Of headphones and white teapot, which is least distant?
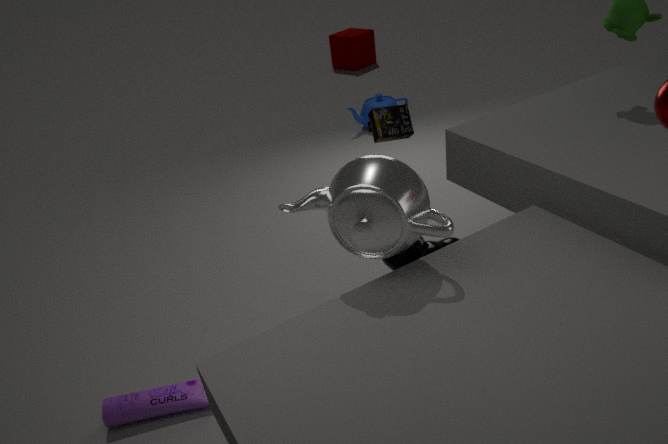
white teapot
